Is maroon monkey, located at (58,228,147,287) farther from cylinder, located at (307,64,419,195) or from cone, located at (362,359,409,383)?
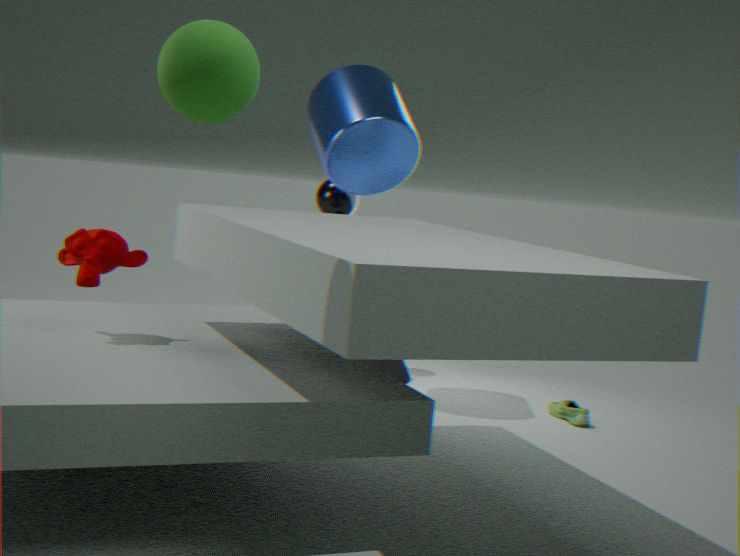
cone, located at (362,359,409,383)
